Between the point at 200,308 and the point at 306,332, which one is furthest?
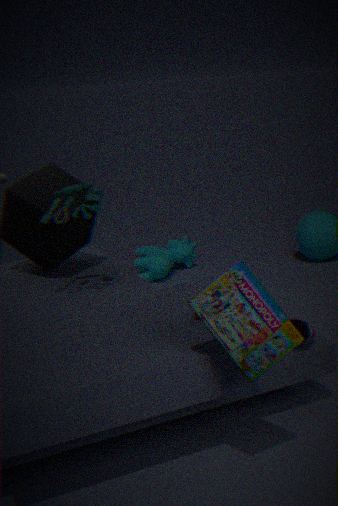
the point at 306,332
